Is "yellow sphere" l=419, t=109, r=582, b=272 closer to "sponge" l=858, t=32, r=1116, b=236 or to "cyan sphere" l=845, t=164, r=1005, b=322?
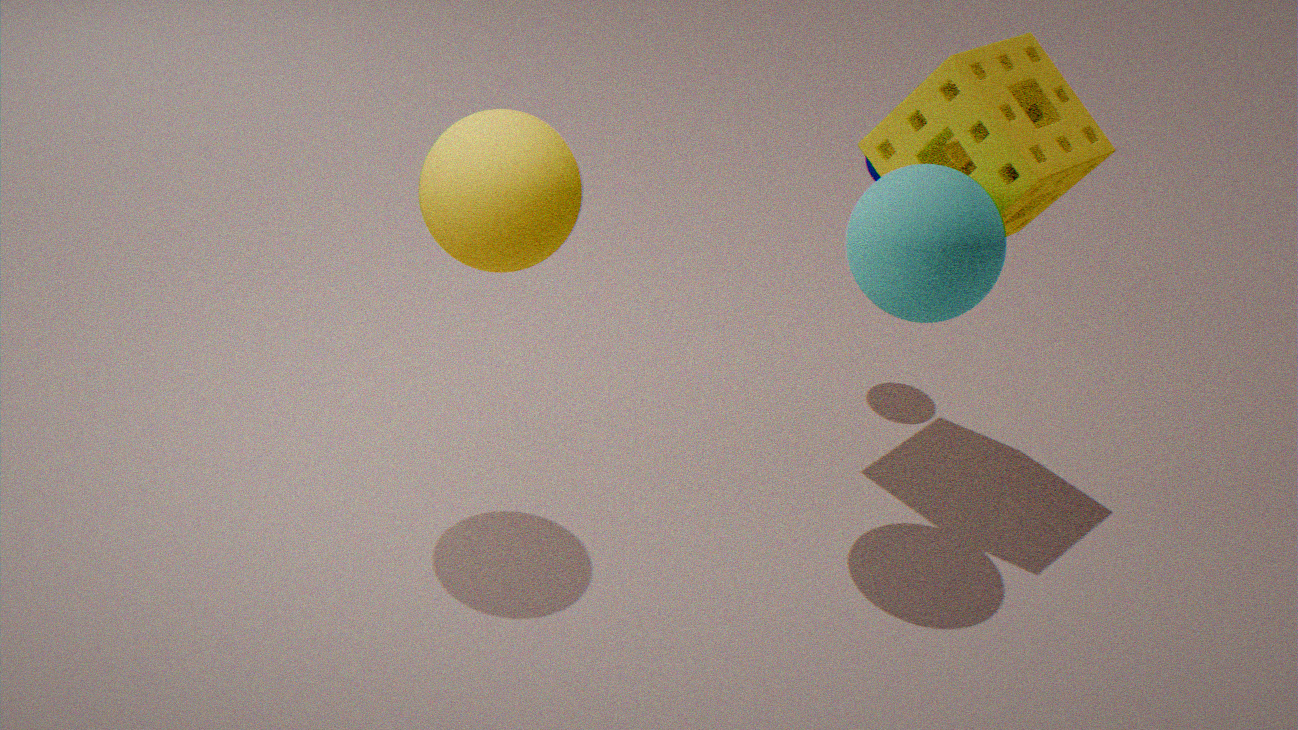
"cyan sphere" l=845, t=164, r=1005, b=322
